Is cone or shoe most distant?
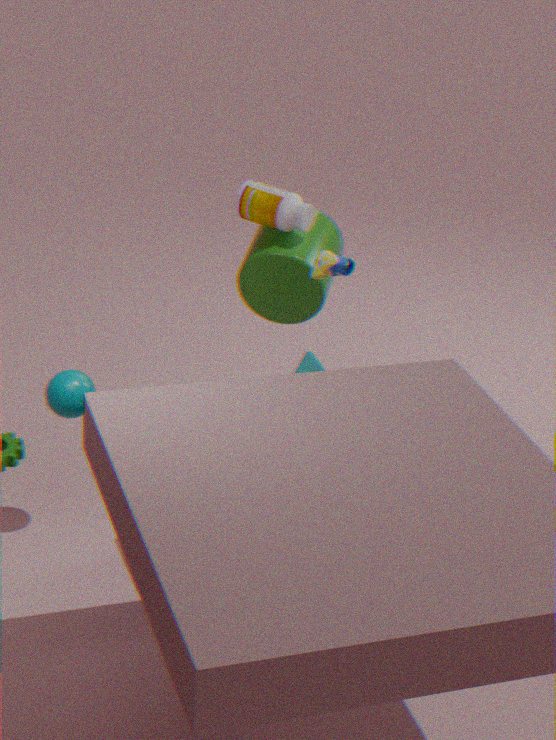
cone
